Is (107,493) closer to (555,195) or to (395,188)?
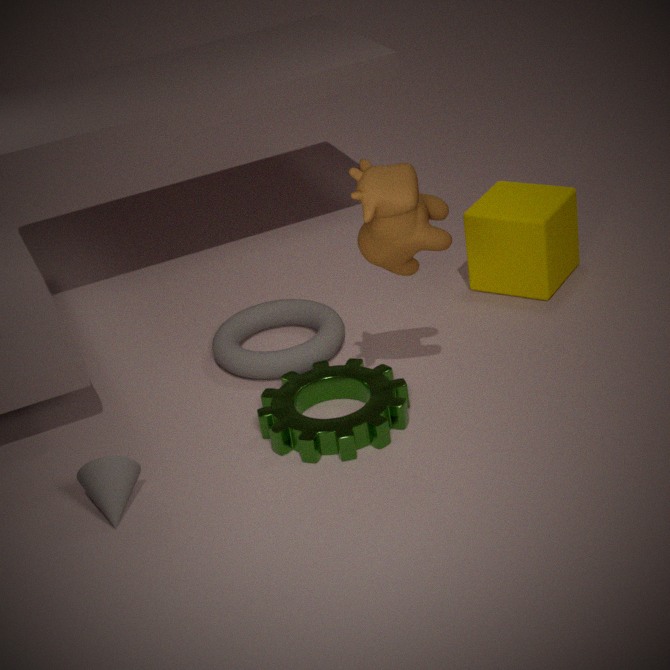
(395,188)
